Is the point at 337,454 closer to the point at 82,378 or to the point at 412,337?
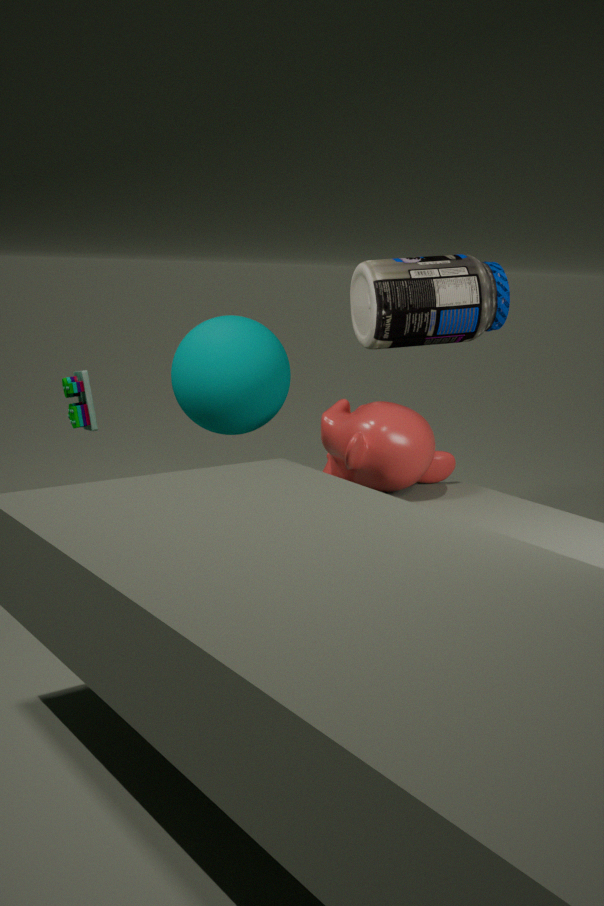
the point at 412,337
